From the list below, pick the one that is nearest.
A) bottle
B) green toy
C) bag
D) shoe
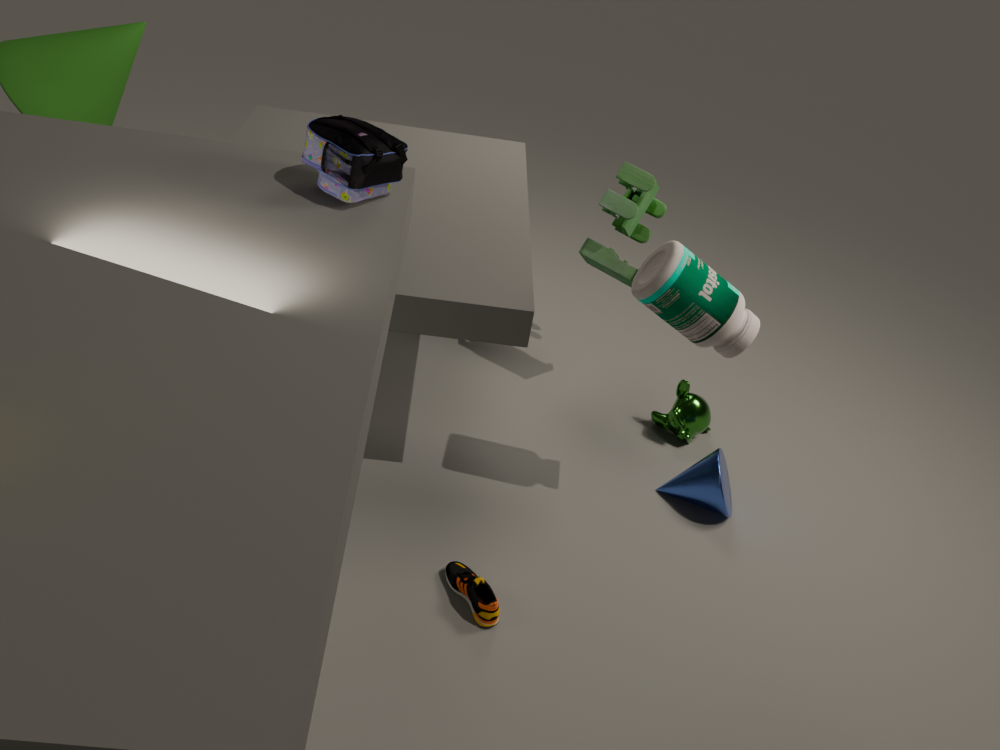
bag
